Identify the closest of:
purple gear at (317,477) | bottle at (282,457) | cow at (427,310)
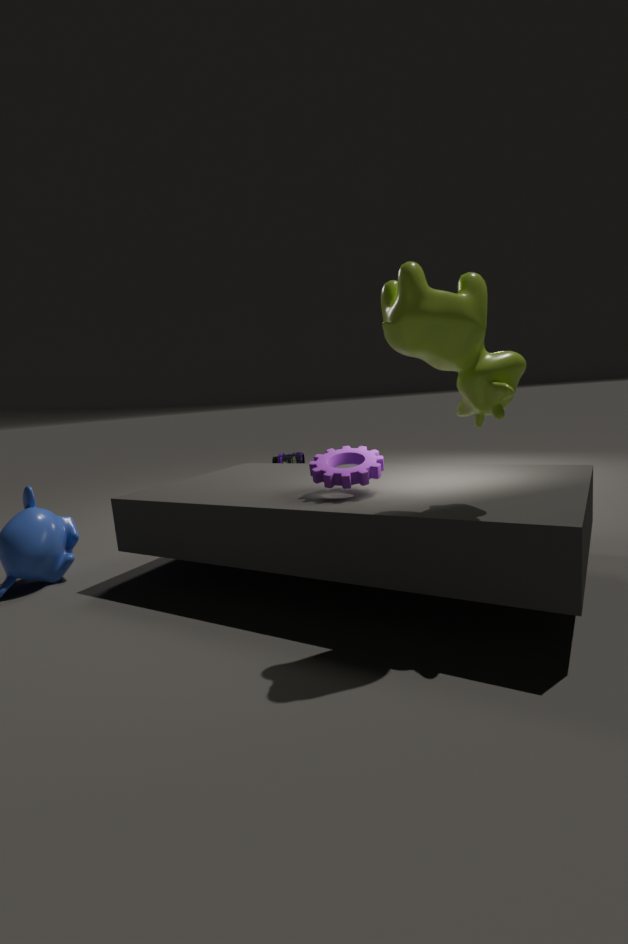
cow at (427,310)
